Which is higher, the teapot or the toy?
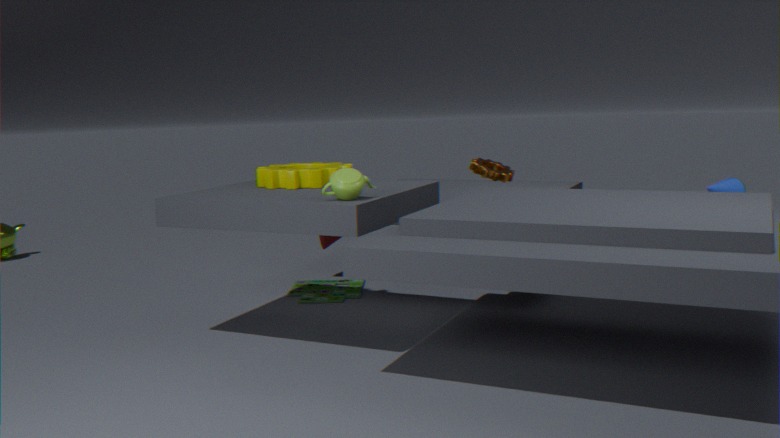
the teapot
